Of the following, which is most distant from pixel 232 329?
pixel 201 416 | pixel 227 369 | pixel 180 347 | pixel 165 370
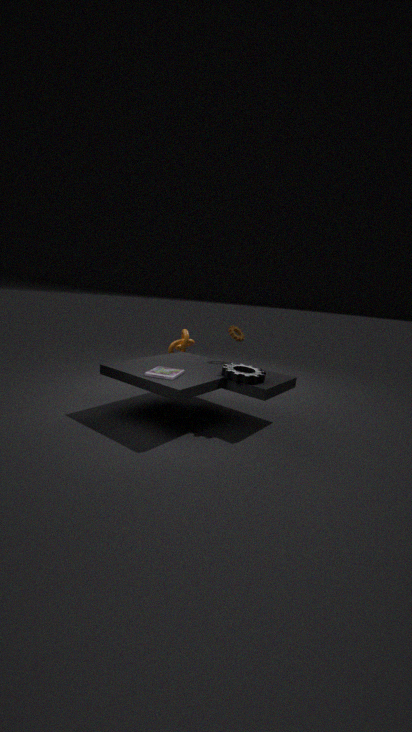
pixel 165 370
